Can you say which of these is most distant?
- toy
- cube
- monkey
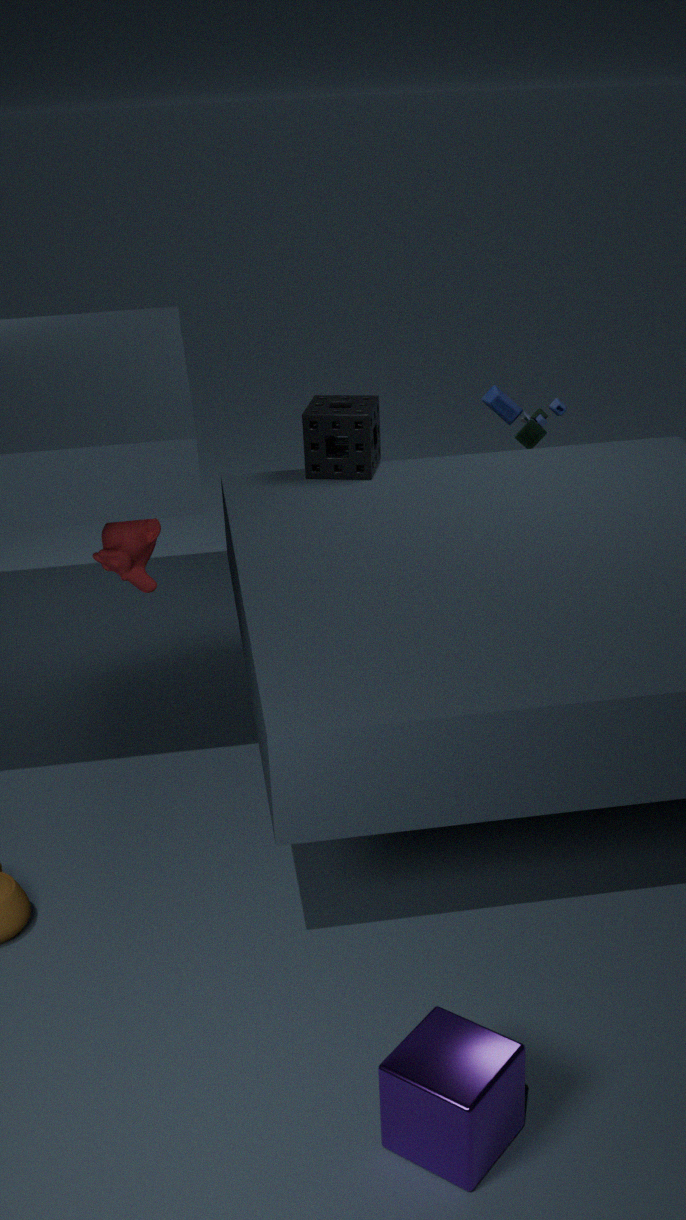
toy
